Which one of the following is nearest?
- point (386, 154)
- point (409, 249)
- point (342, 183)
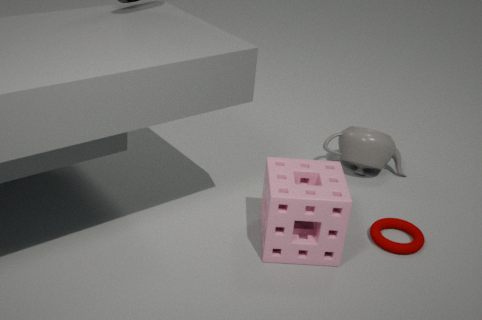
point (342, 183)
